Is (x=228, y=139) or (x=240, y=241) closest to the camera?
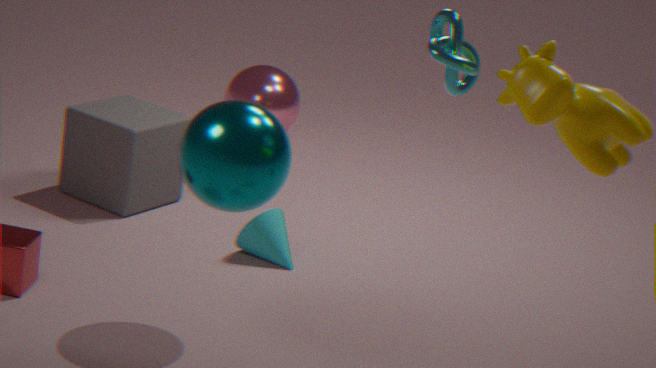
(x=228, y=139)
